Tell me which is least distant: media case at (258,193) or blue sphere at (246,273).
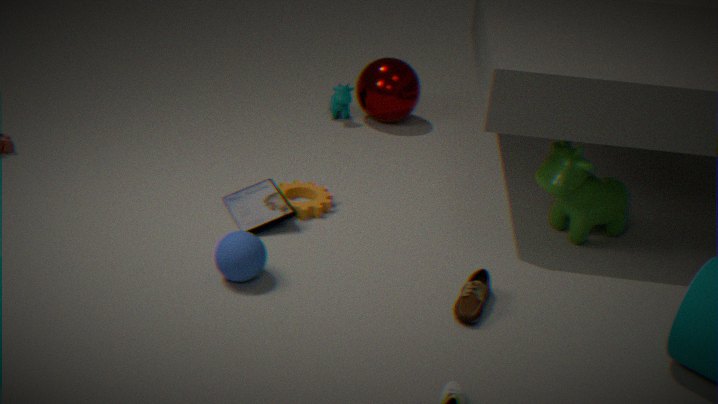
blue sphere at (246,273)
